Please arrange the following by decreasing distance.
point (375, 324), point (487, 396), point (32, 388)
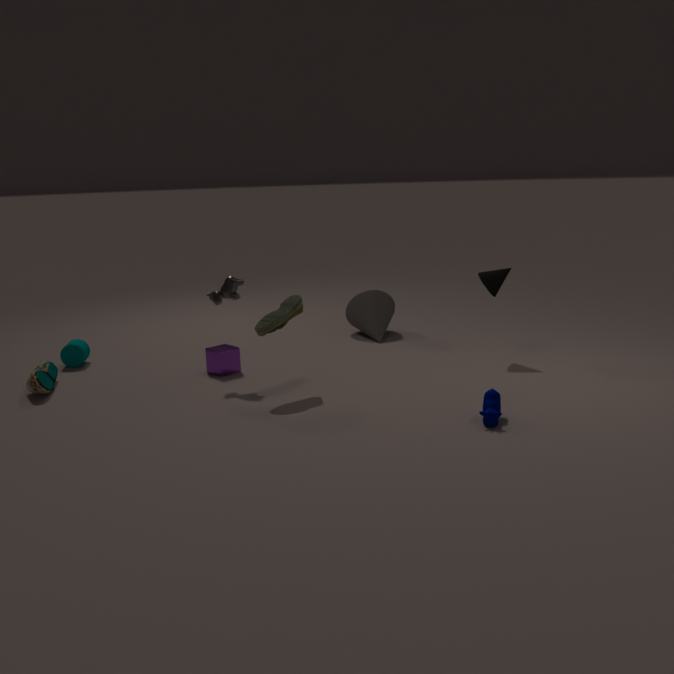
1. point (375, 324)
2. point (32, 388)
3. point (487, 396)
